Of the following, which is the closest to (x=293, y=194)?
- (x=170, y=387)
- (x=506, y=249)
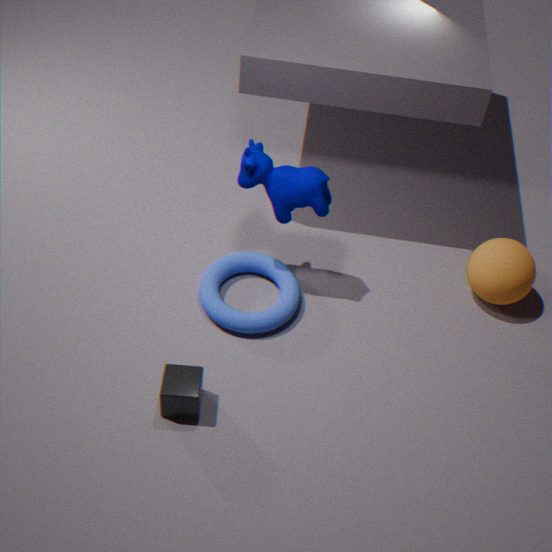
(x=170, y=387)
